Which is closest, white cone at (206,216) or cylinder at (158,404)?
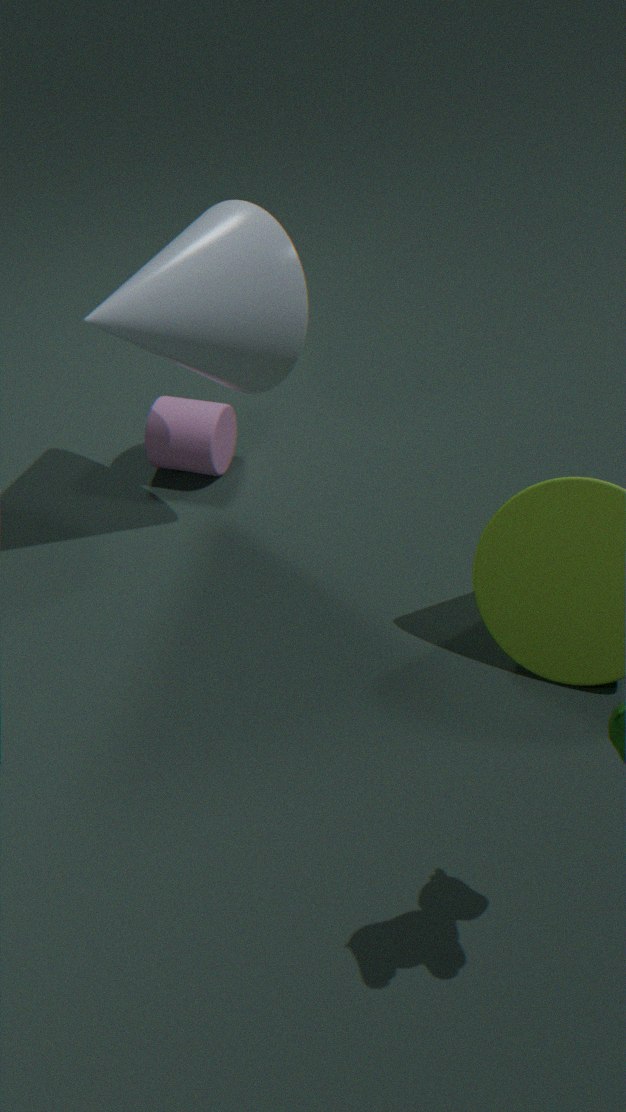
white cone at (206,216)
